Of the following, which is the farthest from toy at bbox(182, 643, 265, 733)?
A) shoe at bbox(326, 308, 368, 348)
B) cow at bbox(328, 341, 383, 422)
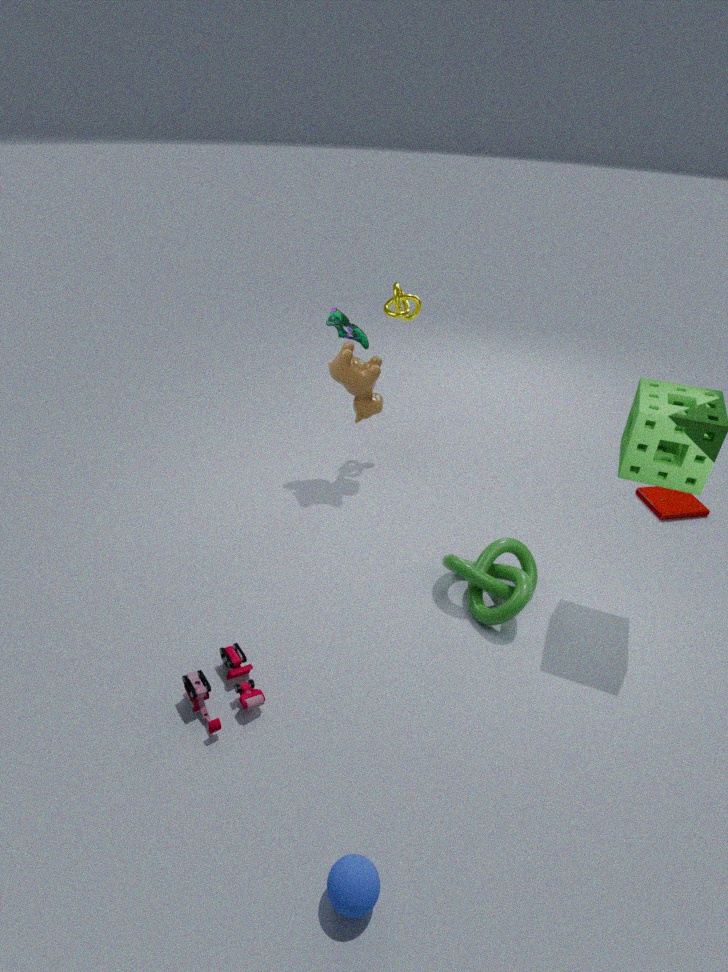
shoe at bbox(326, 308, 368, 348)
